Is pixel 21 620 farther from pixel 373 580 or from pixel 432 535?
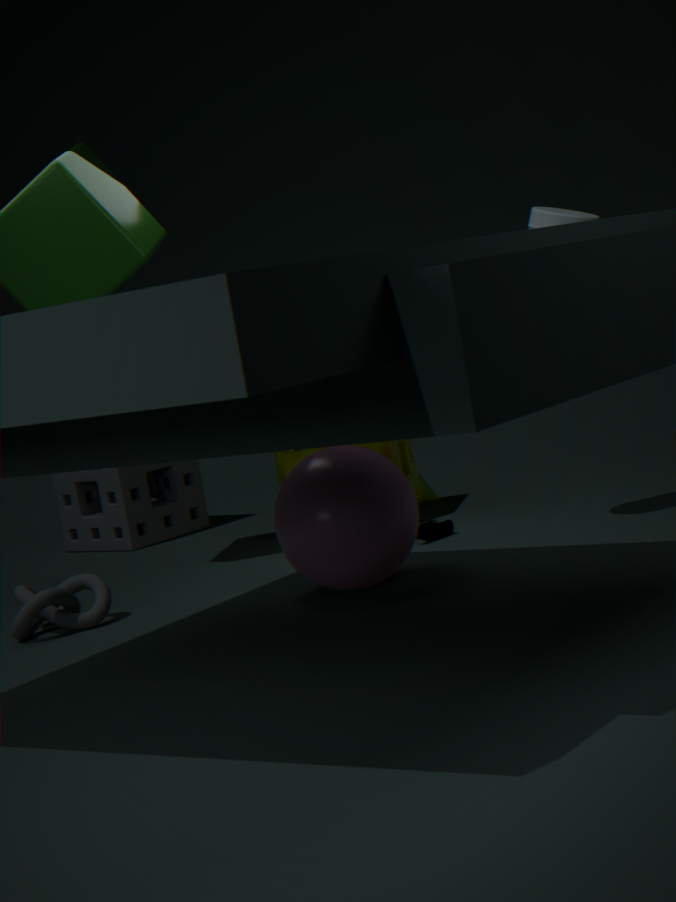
pixel 432 535
